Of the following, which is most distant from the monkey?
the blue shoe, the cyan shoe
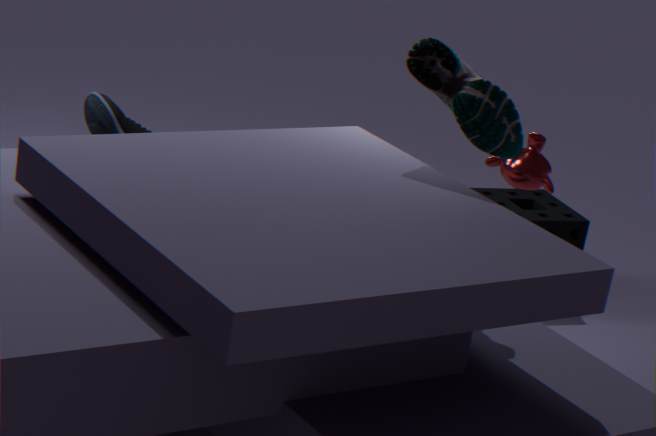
the blue shoe
